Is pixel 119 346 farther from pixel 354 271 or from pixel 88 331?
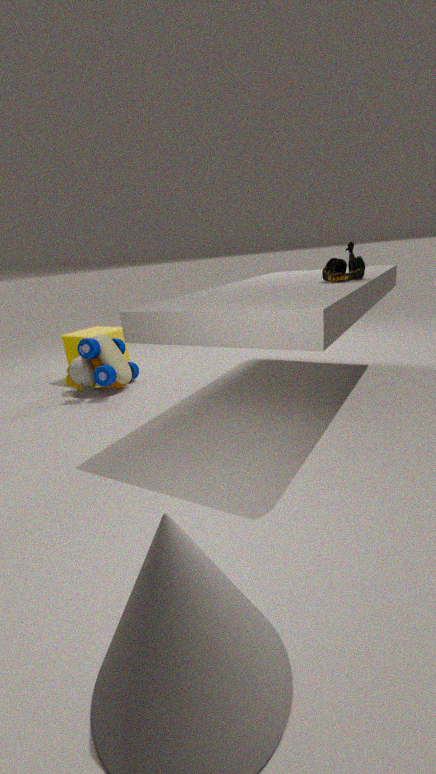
pixel 354 271
